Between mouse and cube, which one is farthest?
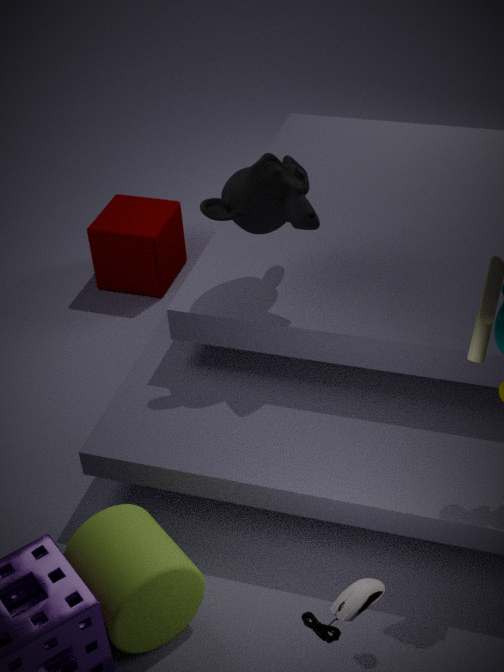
cube
